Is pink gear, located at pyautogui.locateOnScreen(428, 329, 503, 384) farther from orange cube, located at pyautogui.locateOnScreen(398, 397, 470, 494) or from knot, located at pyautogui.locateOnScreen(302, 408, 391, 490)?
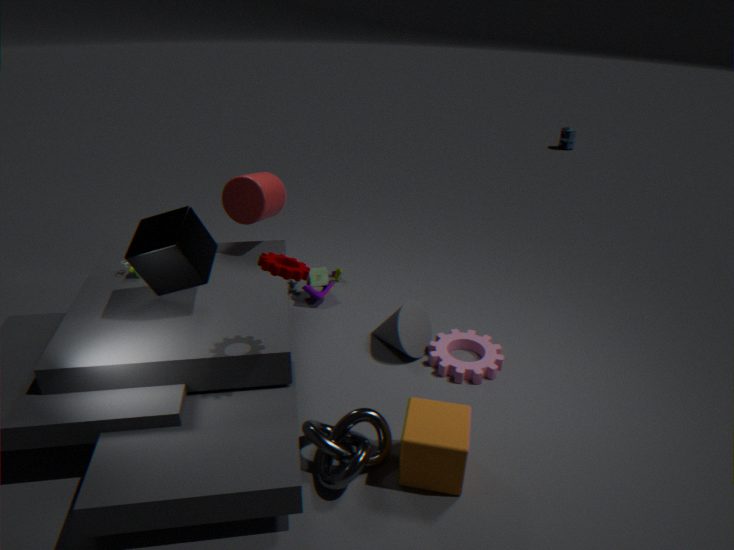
knot, located at pyautogui.locateOnScreen(302, 408, 391, 490)
